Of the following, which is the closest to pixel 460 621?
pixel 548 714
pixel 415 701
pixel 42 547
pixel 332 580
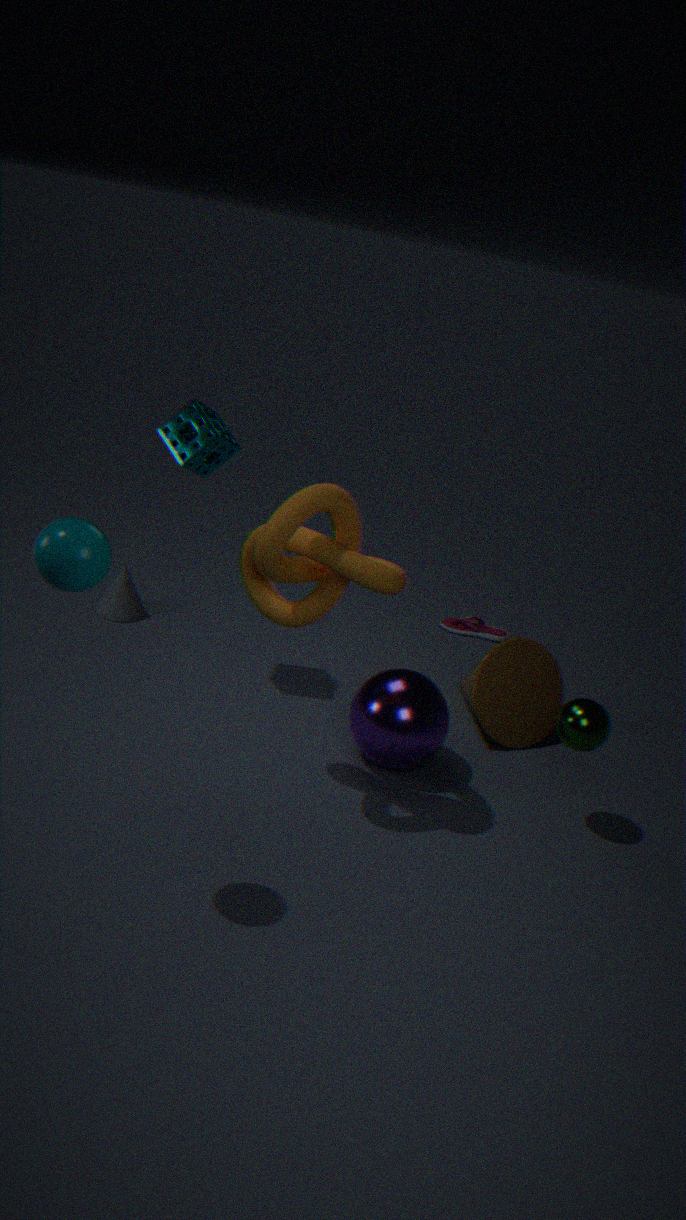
pixel 548 714
